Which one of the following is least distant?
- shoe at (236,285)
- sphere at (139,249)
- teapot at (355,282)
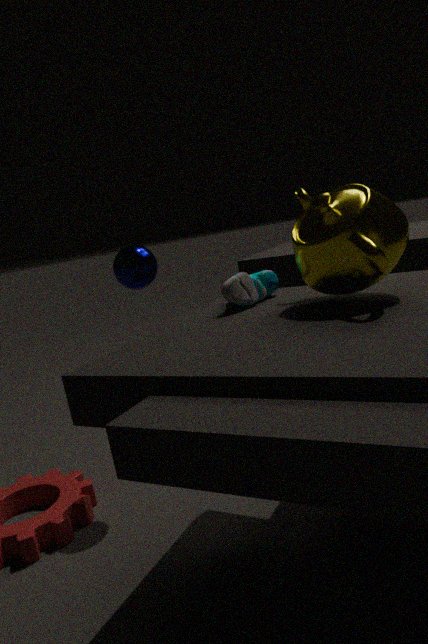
teapot at (355,282)
